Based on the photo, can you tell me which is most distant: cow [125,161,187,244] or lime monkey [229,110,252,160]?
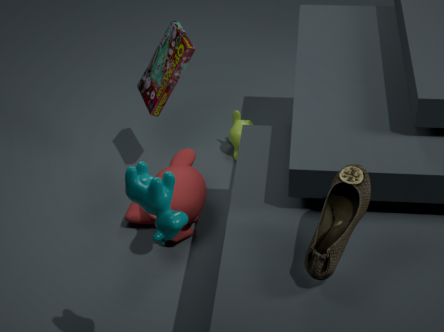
lime monkey [229,110,252,160]
